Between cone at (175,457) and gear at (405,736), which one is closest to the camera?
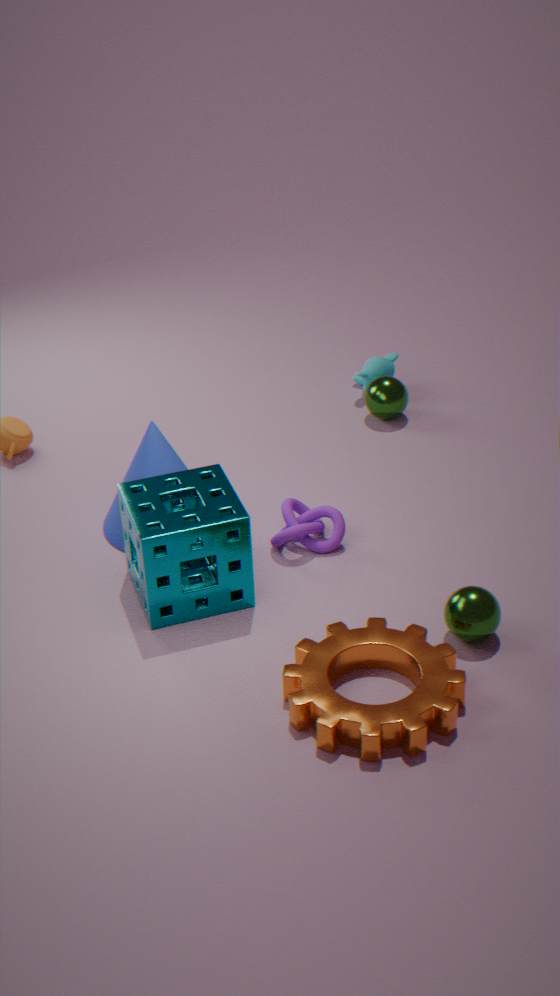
gear at (405,736)
